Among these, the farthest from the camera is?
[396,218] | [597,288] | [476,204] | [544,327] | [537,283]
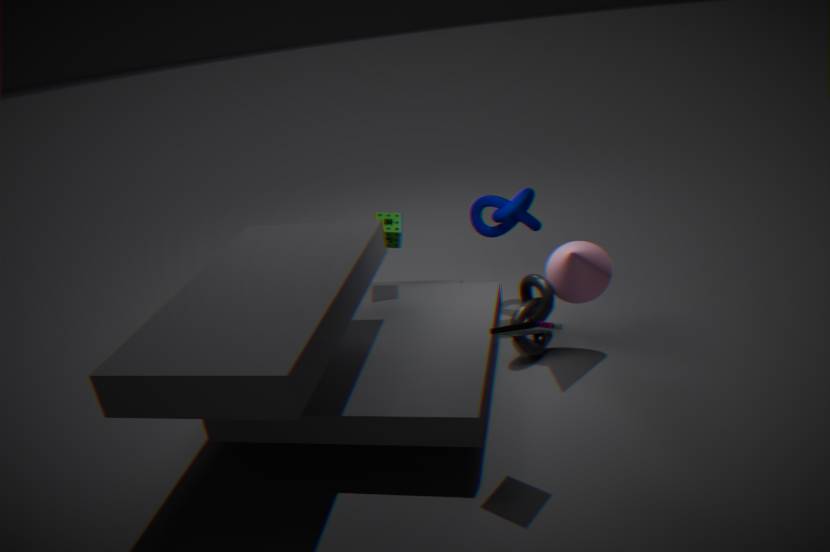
[476,204]
